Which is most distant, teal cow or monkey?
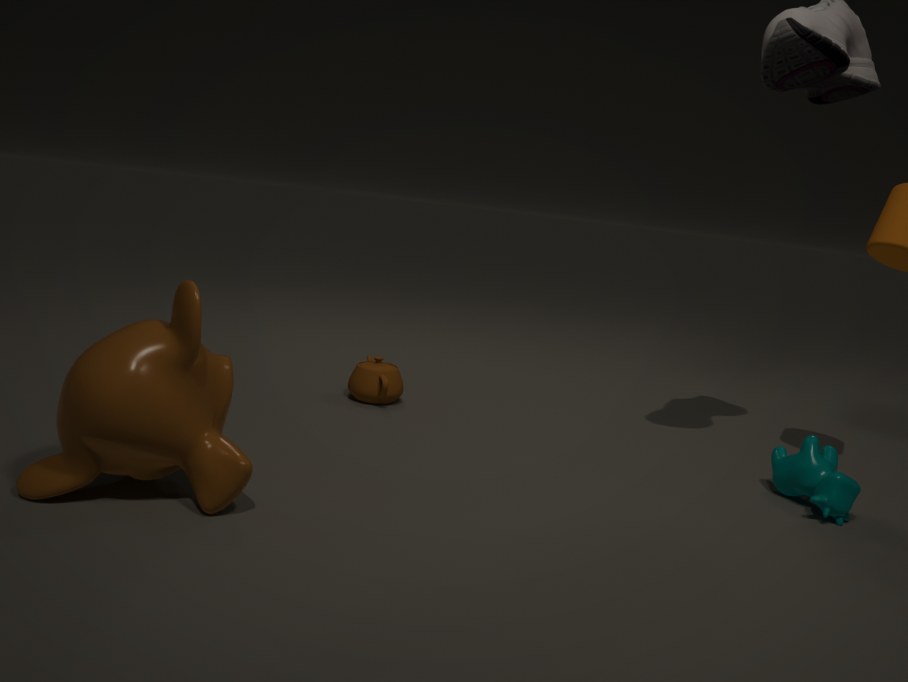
teal cow
